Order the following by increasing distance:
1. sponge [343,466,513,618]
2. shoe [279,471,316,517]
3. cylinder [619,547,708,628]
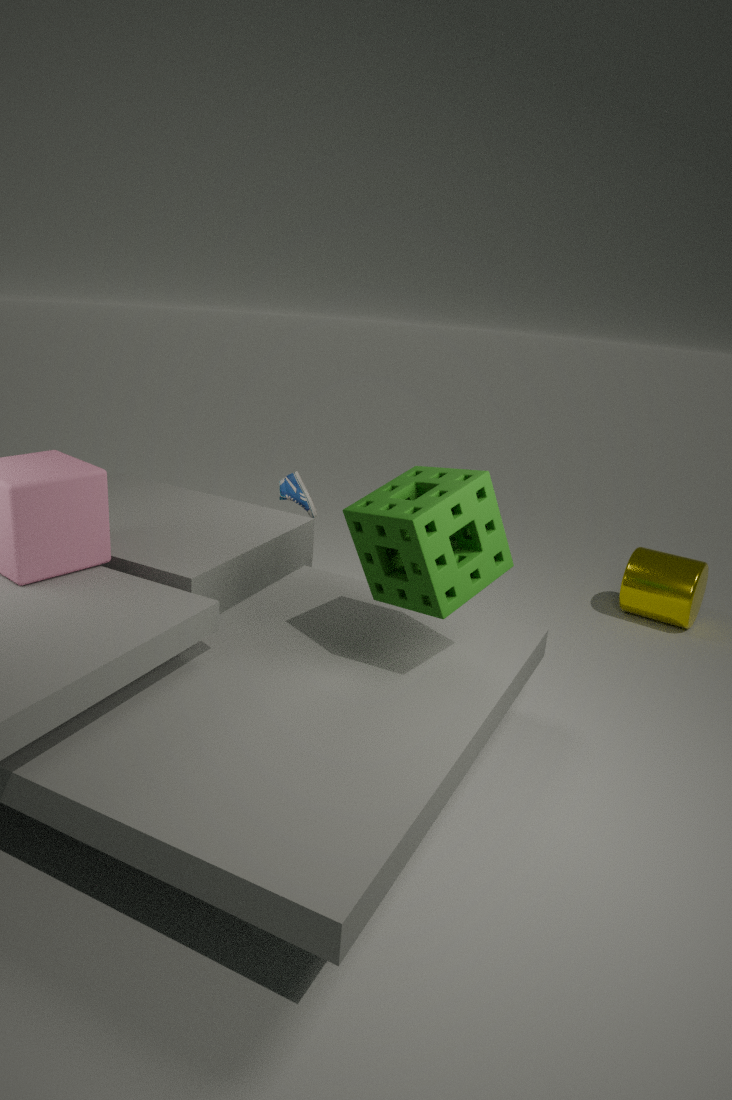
1. sponge [343,466,513,618]
2. cylinder [619,547,708,628]
3. shoe [279,471,316,517]
